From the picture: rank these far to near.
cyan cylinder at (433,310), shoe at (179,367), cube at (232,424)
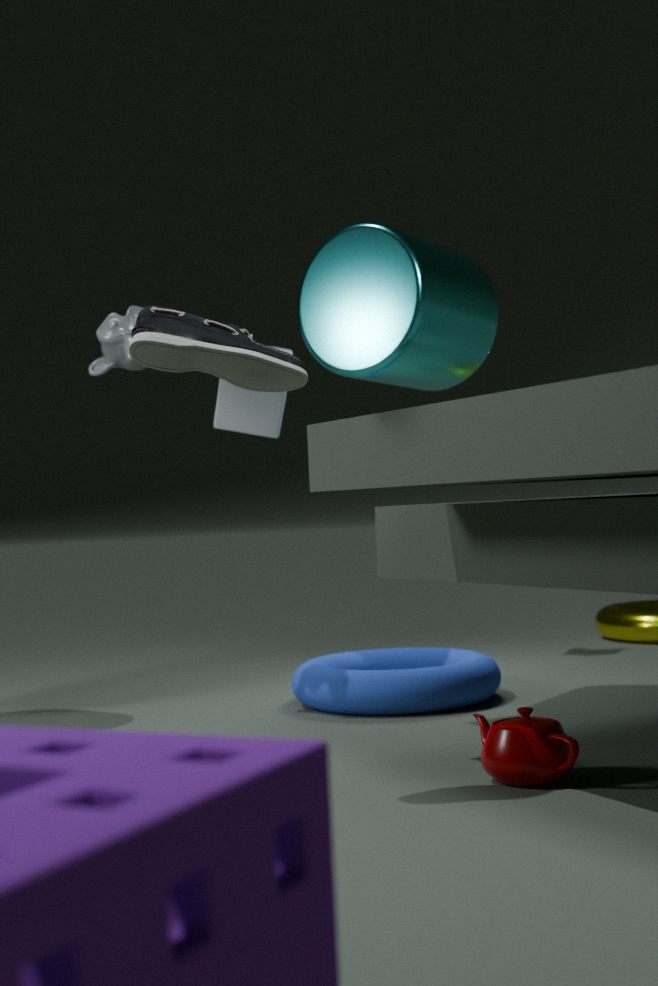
1. cube at (232,424)
2. cyan cylinder at (433,310)
3. shoe at (179,367)
